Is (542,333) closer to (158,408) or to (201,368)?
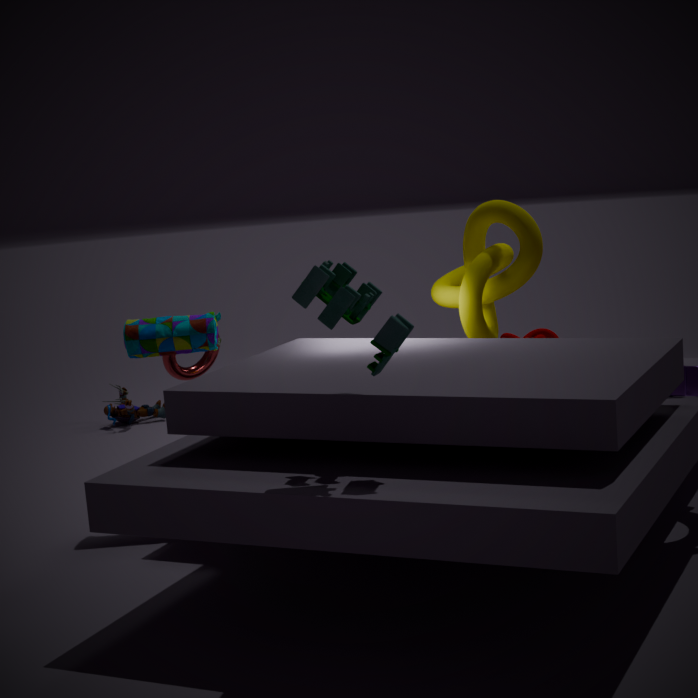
(201,368)
